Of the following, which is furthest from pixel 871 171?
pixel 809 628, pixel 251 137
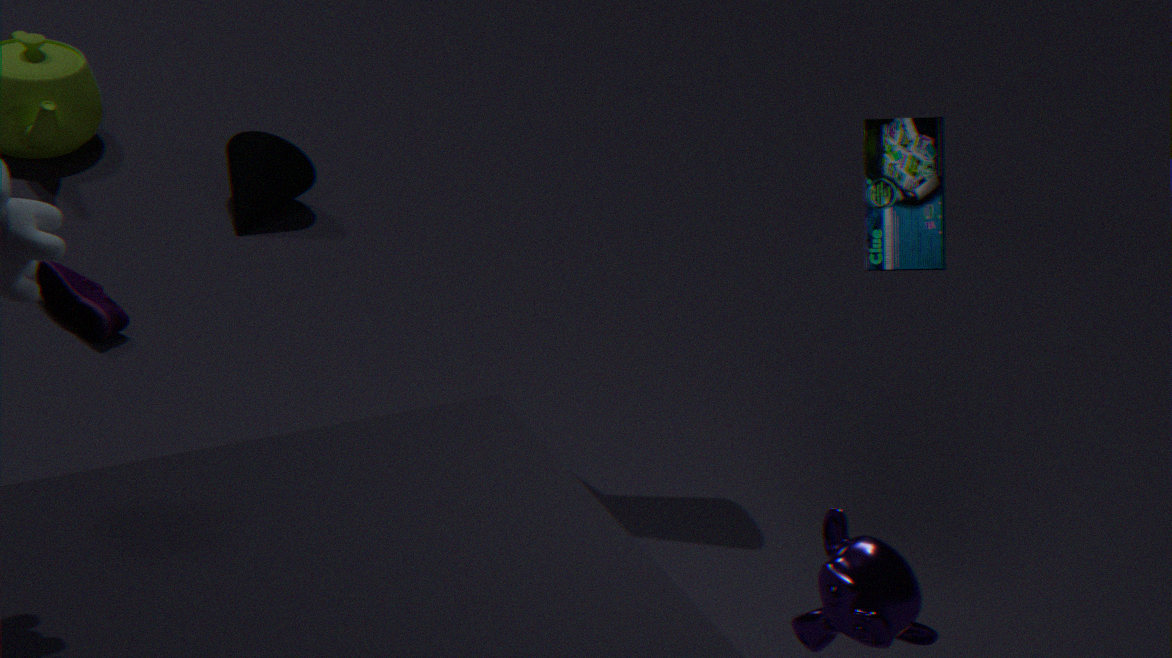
pixel 251 137
